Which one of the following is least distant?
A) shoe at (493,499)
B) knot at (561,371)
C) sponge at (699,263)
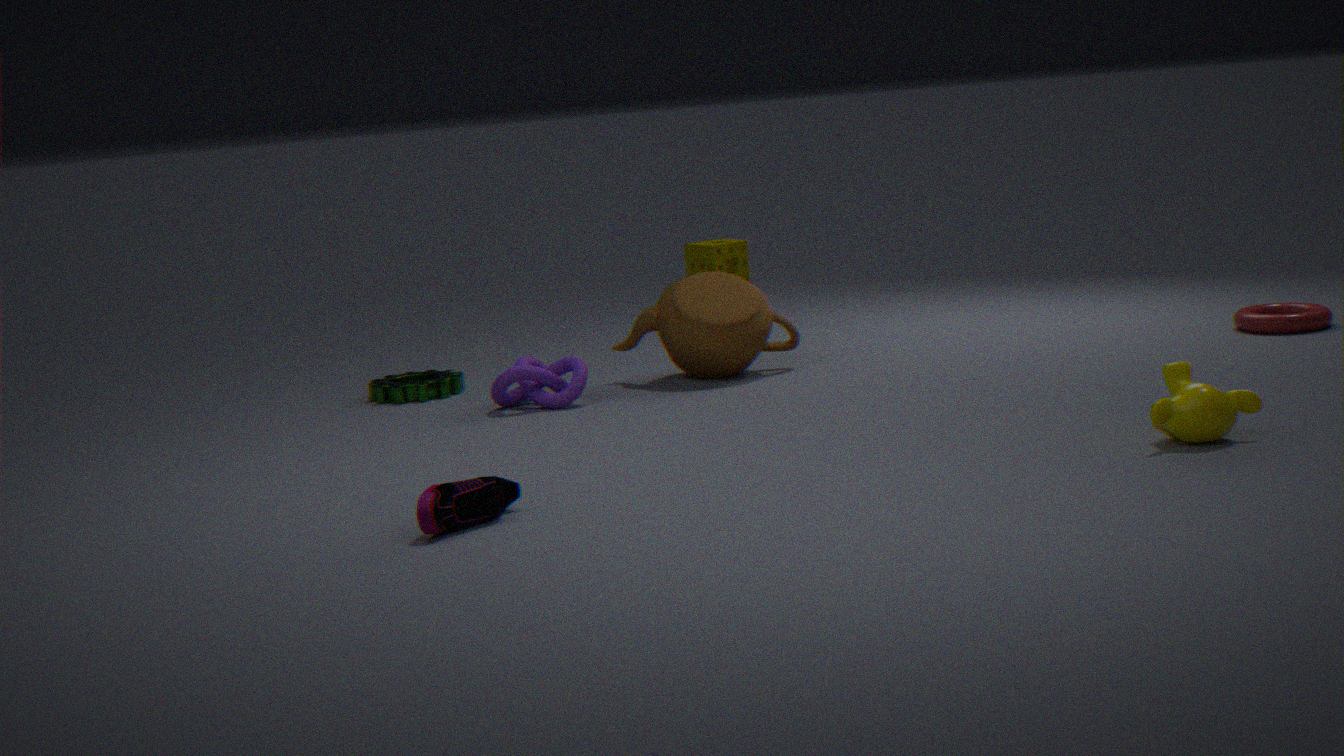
shoe at (493,499)
